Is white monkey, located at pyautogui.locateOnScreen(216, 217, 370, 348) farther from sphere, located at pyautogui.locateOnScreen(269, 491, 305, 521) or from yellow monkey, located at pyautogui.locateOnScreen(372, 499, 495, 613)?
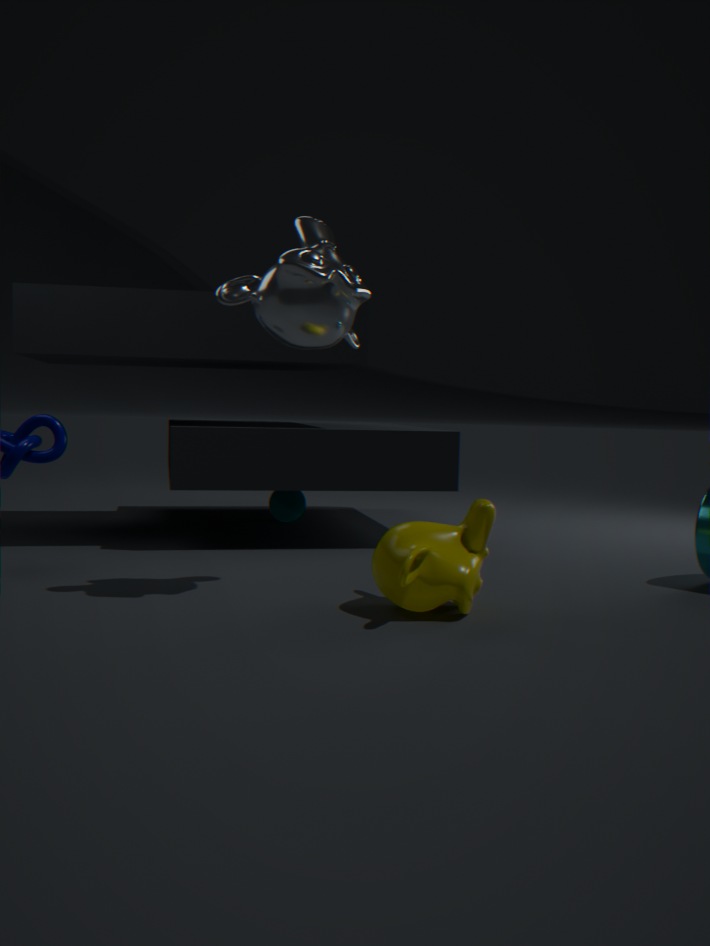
sphere, located at pyautogui.locateOnScreen(269, 491, 305, 521)
